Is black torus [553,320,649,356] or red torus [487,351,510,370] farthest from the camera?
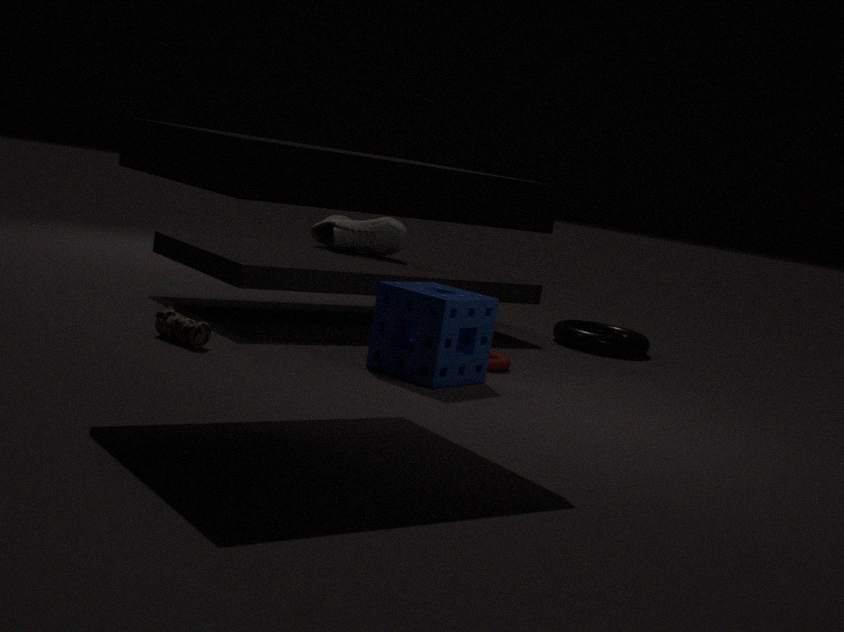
black torus [553,320,649,356]
